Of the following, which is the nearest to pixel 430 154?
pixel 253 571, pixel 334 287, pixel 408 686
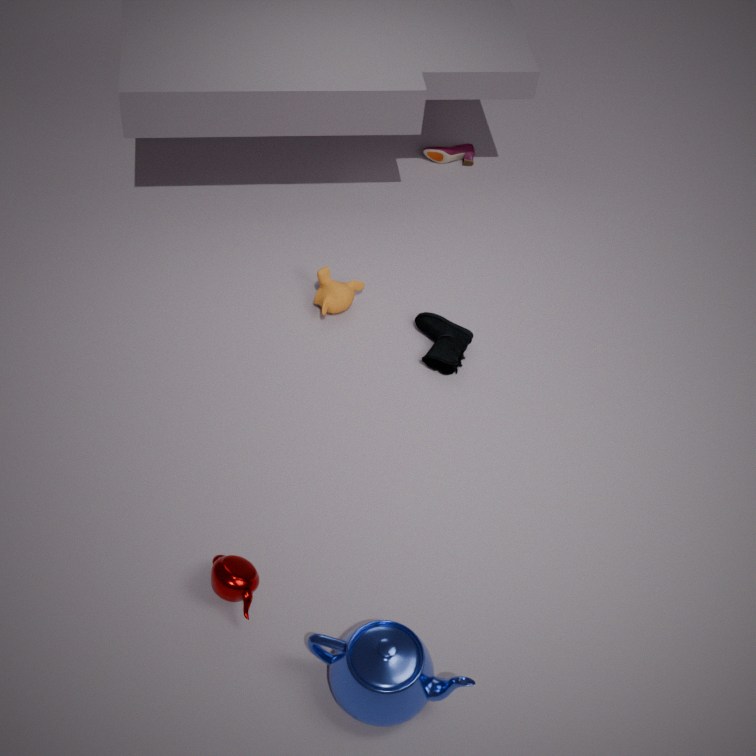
pixel 334 287
